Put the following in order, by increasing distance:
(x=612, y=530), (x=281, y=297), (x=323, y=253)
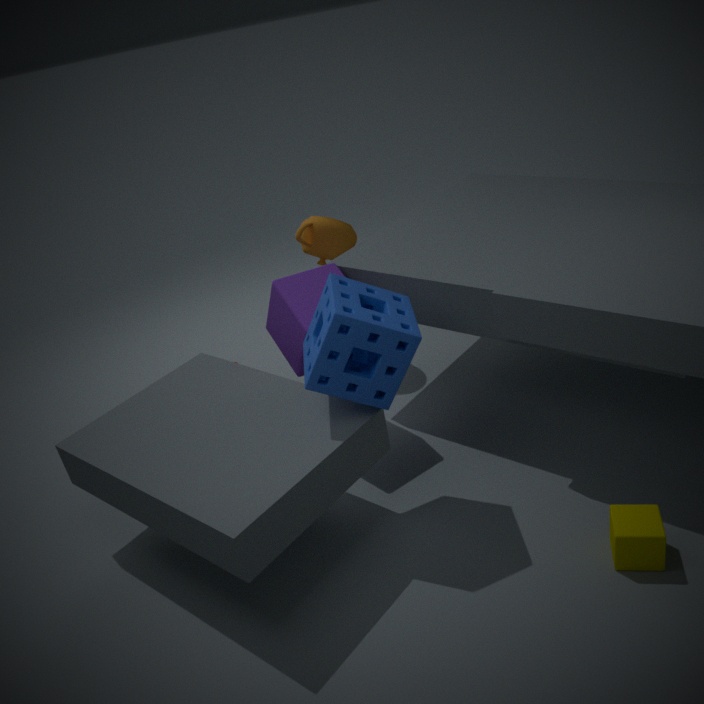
(x=612, y=530) → (x=281, y=297) → (x=323, y=253)
